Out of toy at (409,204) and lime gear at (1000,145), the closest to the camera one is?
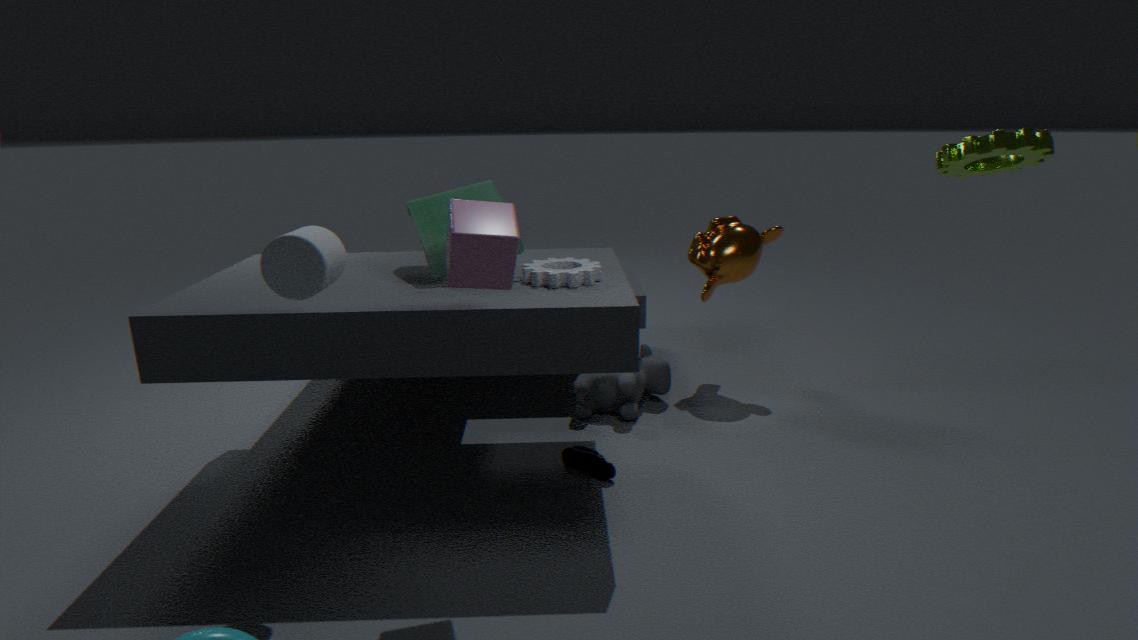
lime gear at (1000,145)
